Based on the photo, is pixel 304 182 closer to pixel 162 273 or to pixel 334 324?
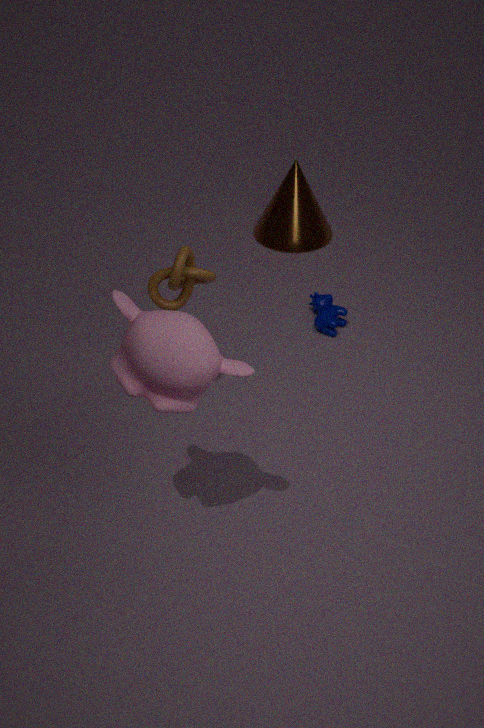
pixel 334 324
